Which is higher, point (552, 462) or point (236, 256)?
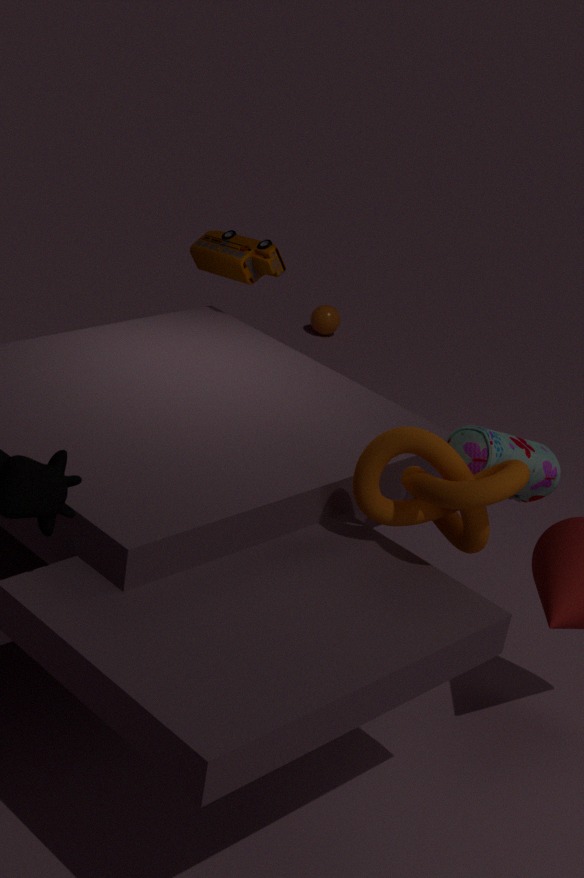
point (236, 256)
